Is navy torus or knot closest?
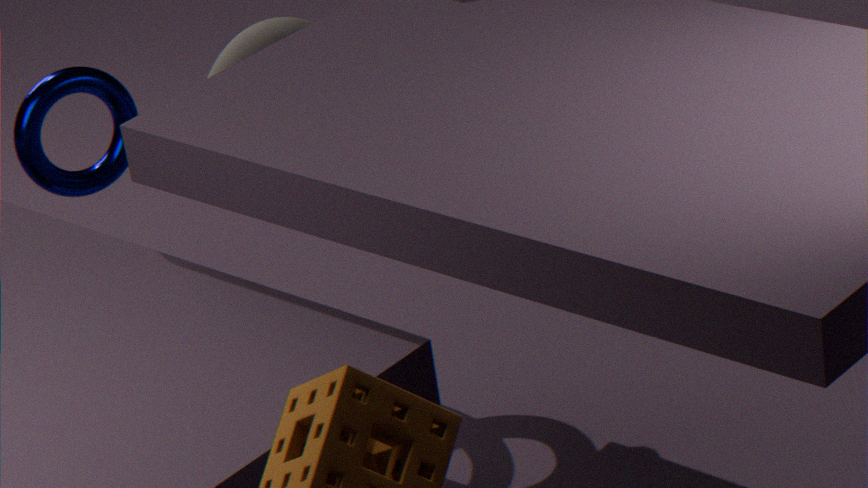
knot
